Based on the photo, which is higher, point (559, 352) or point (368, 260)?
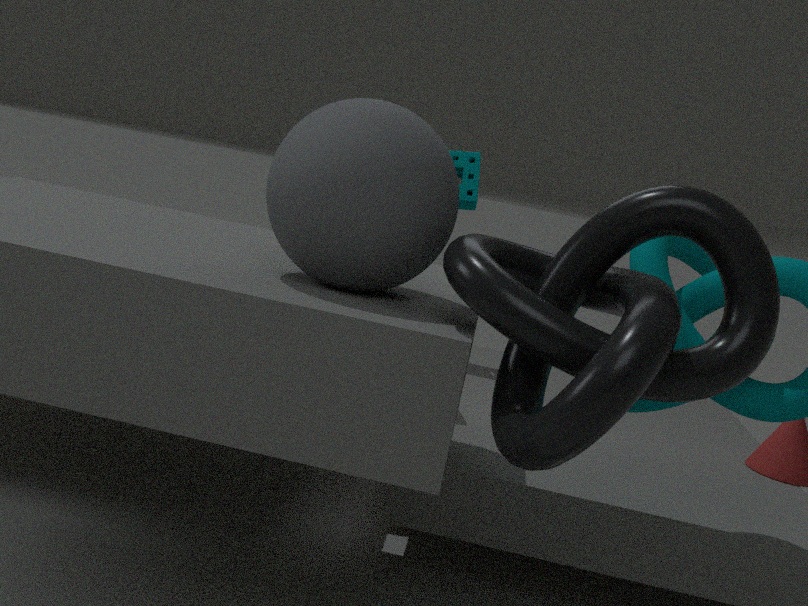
point (368, 260)
